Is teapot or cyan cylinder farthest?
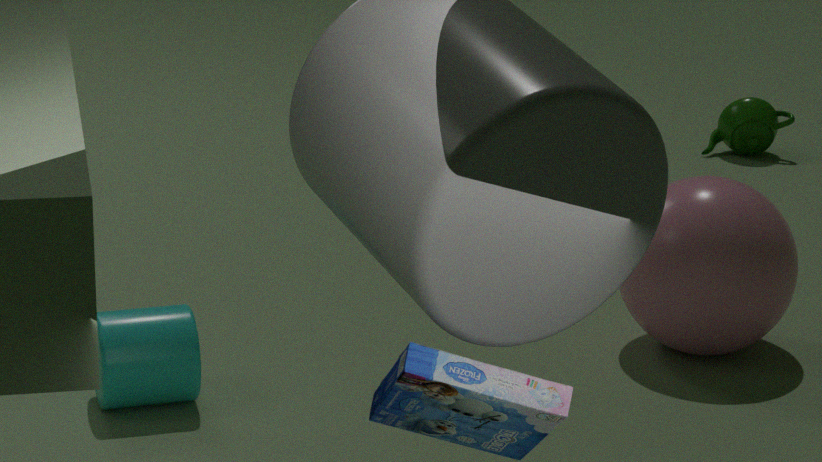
teapot
